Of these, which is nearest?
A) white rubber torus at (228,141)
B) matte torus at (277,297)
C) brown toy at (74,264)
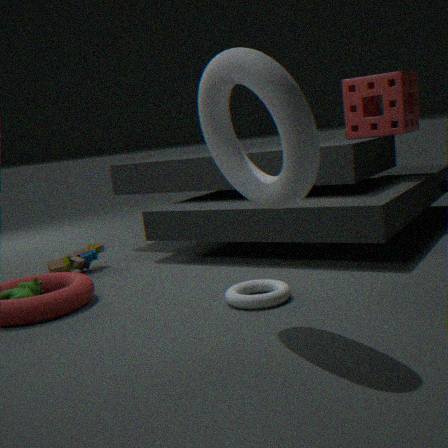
white rubber torus at (228,141)
